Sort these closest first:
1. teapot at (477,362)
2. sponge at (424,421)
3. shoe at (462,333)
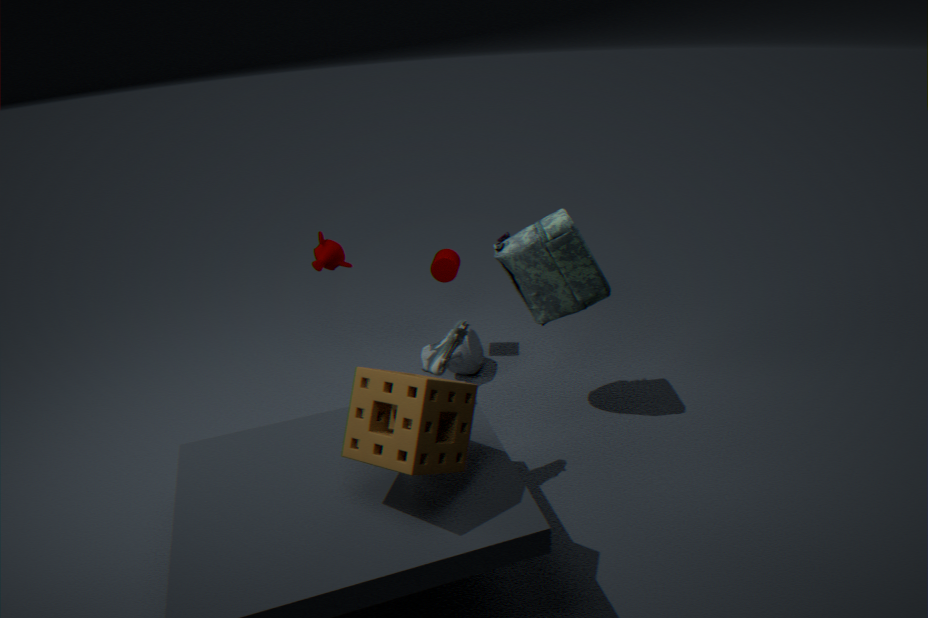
sponge at (424,421)
shoe at (462,333)
teapot at (477,362)
